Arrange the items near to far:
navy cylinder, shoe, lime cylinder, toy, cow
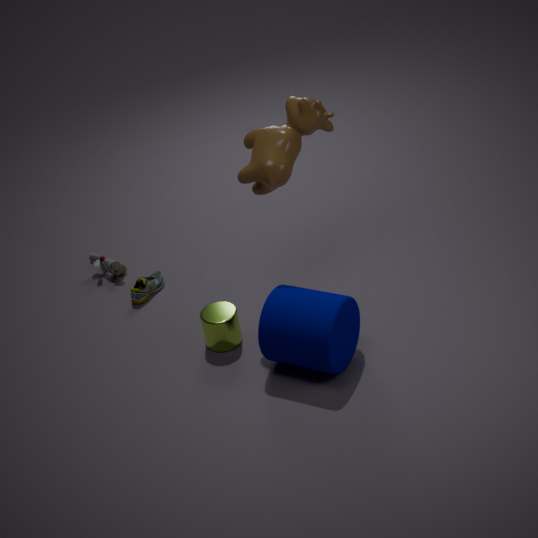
1. navy cylinder
2. cow
3. lime cylinder
4. shoe
5. toy
